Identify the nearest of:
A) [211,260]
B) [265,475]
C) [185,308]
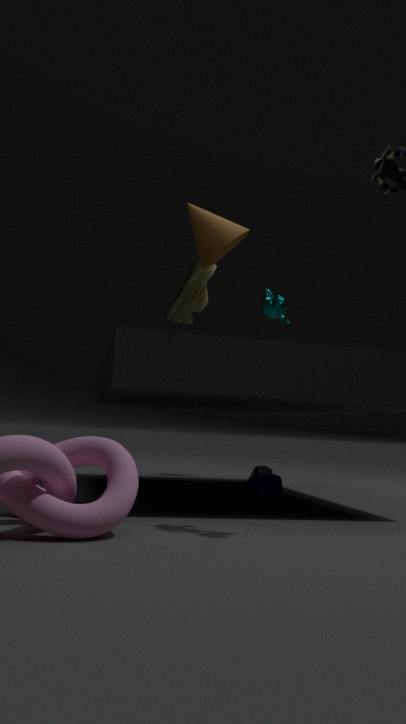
[211,260]
